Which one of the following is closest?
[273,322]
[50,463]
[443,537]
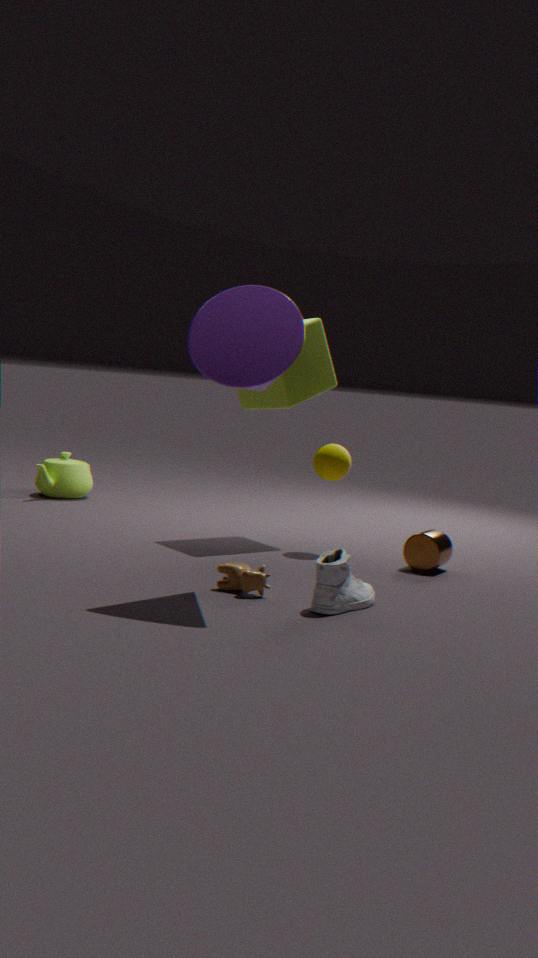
[273,322]
